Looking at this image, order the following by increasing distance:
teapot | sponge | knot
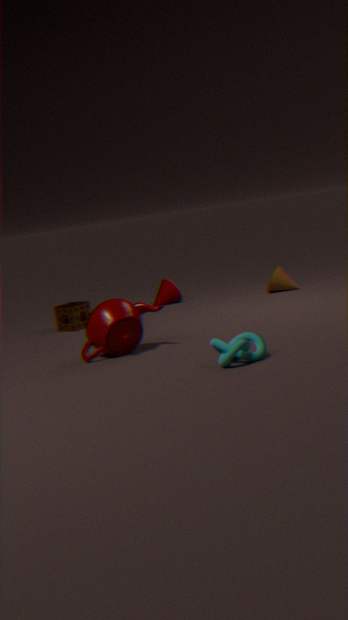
knot → teapot → sponge
